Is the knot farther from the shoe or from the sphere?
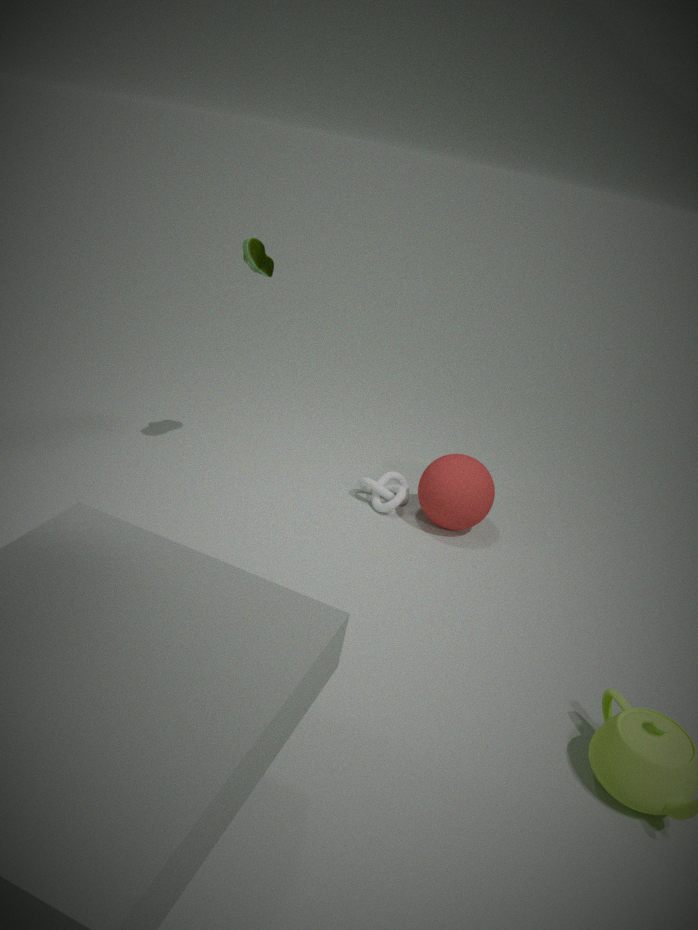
the shoe
